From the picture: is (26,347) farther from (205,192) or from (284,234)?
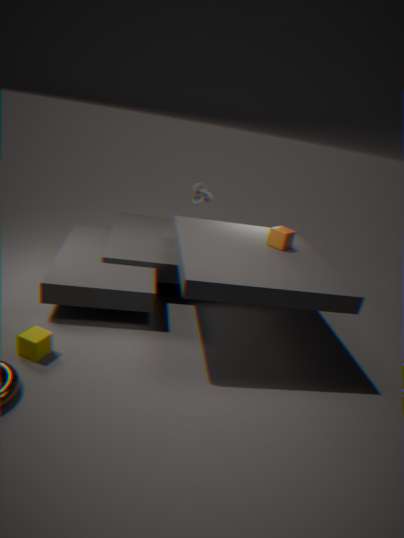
(205,192)
